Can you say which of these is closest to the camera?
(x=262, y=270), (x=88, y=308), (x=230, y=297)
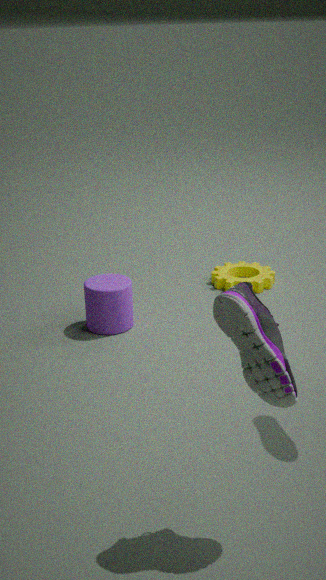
(x=230, y=297)
